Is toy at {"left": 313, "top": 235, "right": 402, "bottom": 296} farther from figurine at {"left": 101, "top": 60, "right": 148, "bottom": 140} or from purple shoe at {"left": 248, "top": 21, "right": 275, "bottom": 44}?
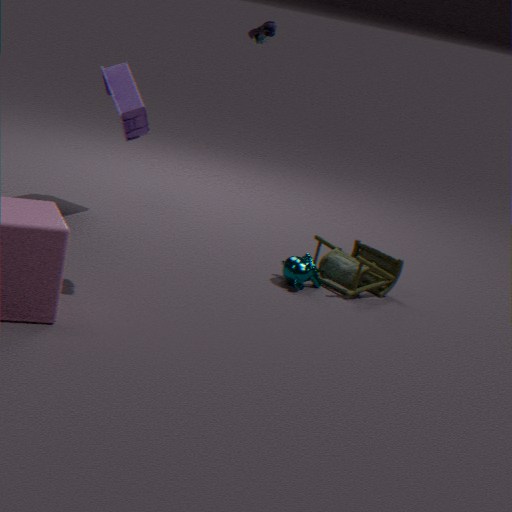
purple shoe at {"left": 248, "top": 21, "right": 275, "bottom": 44}
